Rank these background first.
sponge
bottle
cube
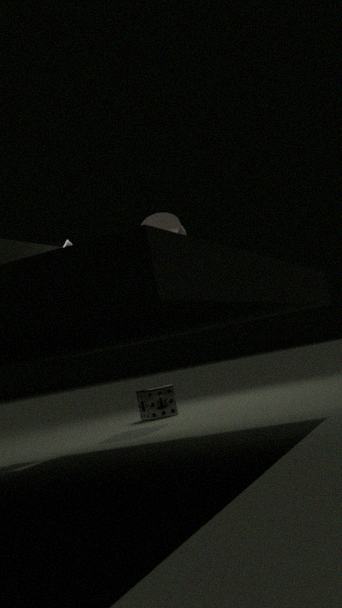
sponge, bottle, cube
